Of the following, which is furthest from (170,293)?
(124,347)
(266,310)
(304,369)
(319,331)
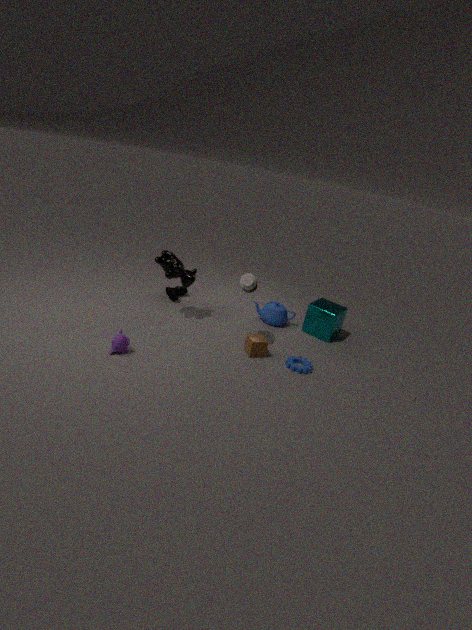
(304,369)
